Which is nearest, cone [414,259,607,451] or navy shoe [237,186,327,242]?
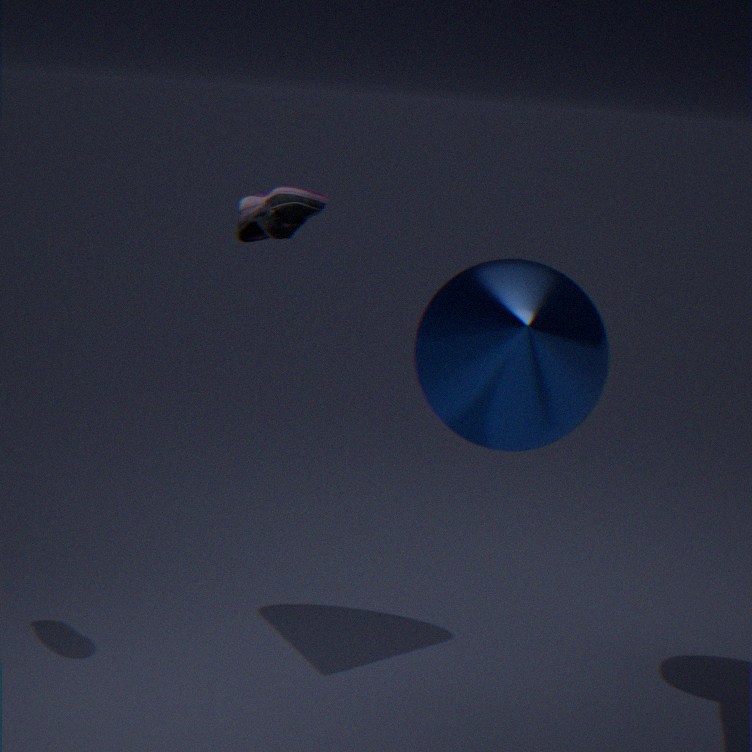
navy shoe [237,186,327,242]
